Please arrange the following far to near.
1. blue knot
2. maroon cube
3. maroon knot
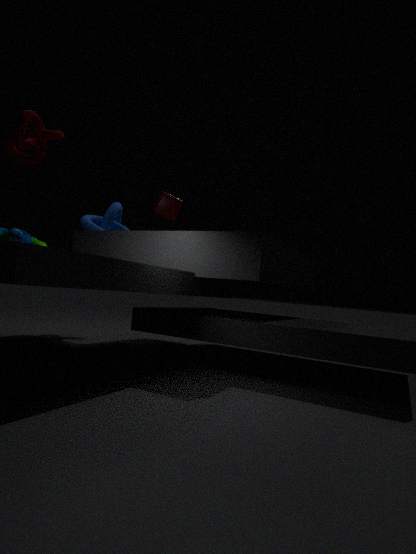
maroon cube < blue knot < maroon knot
